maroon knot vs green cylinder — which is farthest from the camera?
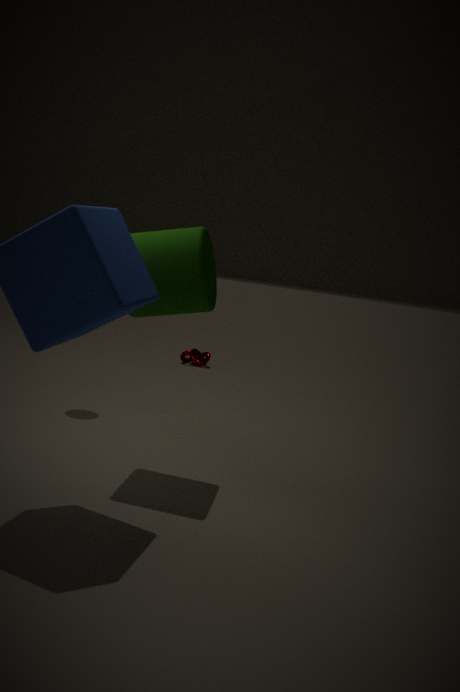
maroon knot
